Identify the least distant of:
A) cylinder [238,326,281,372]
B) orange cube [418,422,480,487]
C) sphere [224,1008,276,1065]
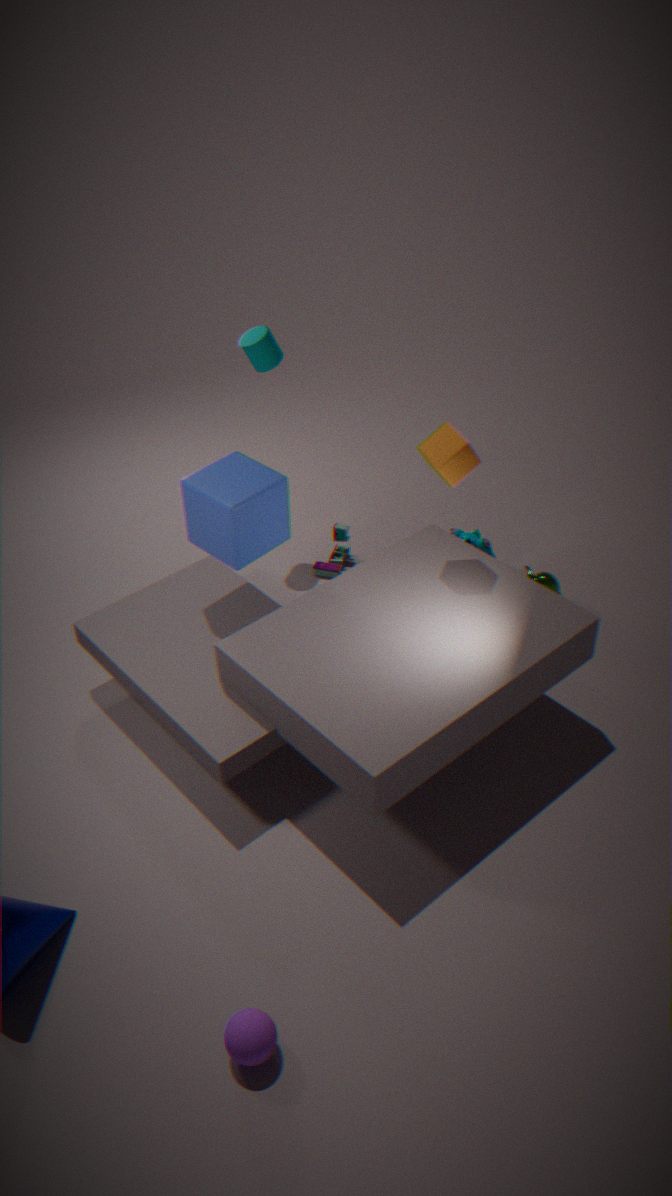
sphere [224,1008,276,1065]
